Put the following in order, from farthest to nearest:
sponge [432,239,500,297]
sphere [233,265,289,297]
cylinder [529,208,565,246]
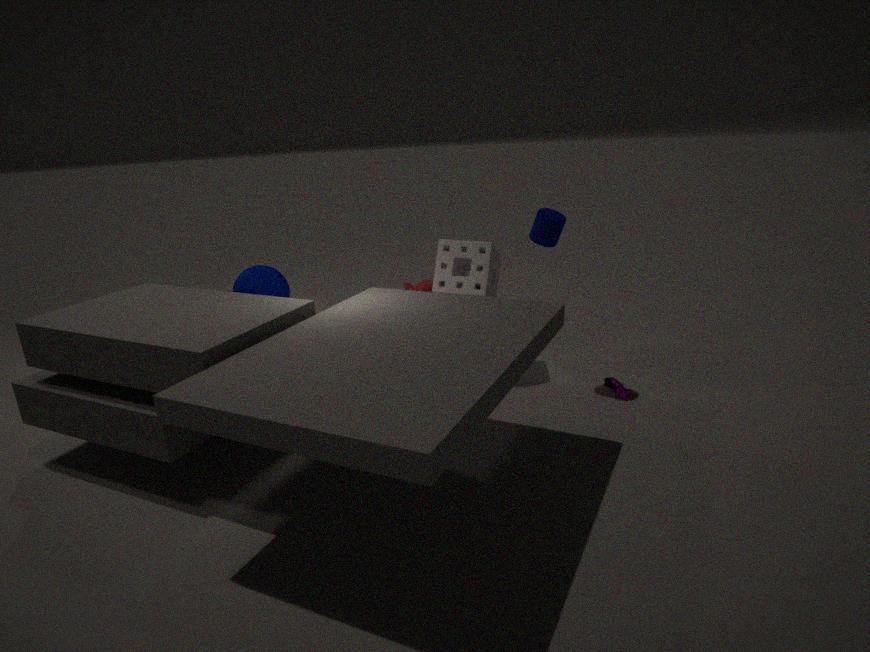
sponge [432,239,500,297] < sphere [233,265,289,297] < cylinder [529,208,565,246]
